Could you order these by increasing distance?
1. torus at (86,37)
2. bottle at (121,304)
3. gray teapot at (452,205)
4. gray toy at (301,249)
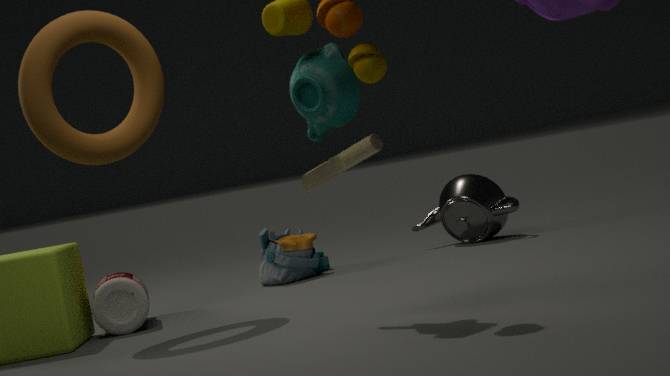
1. torus at (86,37)
2. bottle at (121,304)
3. gray toy at (301,249)
4. gray teapot at (452,205)
